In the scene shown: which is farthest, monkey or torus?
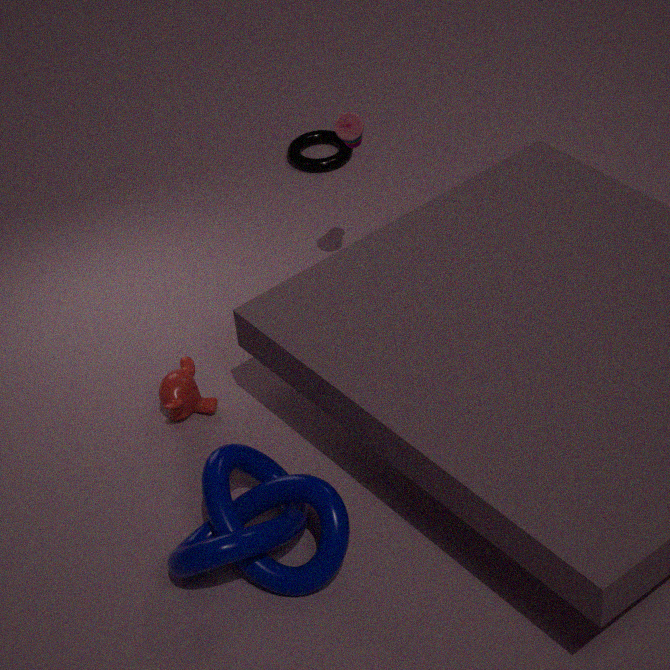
torus
